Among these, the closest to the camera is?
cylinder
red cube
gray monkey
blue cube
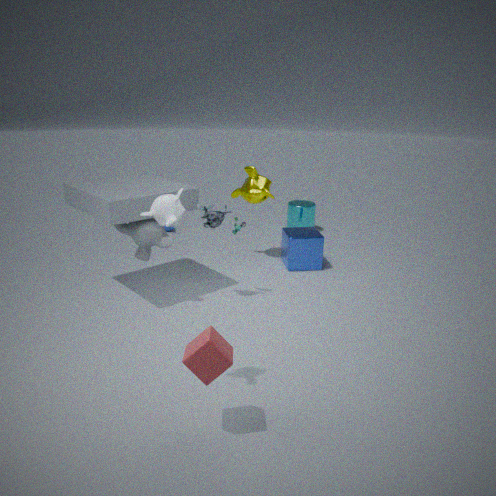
red cube
